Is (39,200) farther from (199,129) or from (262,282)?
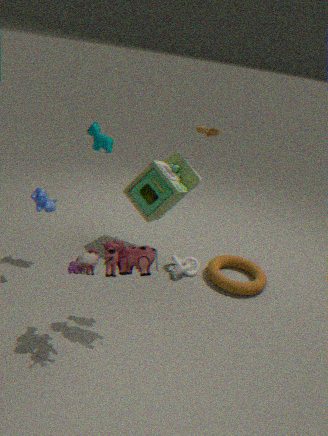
(262,282)
